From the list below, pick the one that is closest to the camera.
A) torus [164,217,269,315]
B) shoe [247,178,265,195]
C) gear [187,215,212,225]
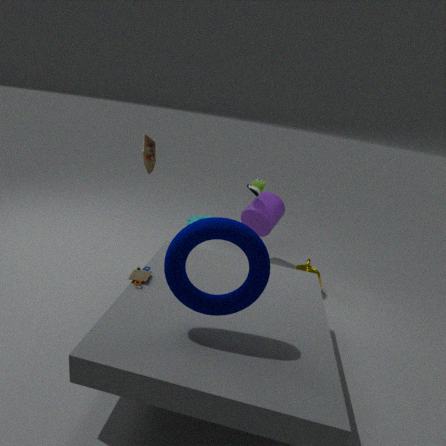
torus [164,217,269,315]
